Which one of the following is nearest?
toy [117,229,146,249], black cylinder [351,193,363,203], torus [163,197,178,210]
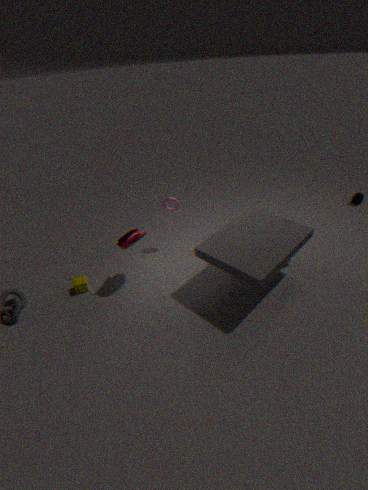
toy [117,229,146,249]
